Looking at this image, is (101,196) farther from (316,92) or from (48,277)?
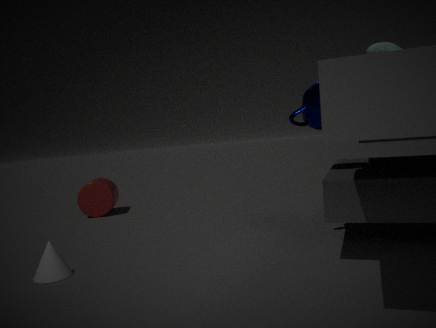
(316,92)
